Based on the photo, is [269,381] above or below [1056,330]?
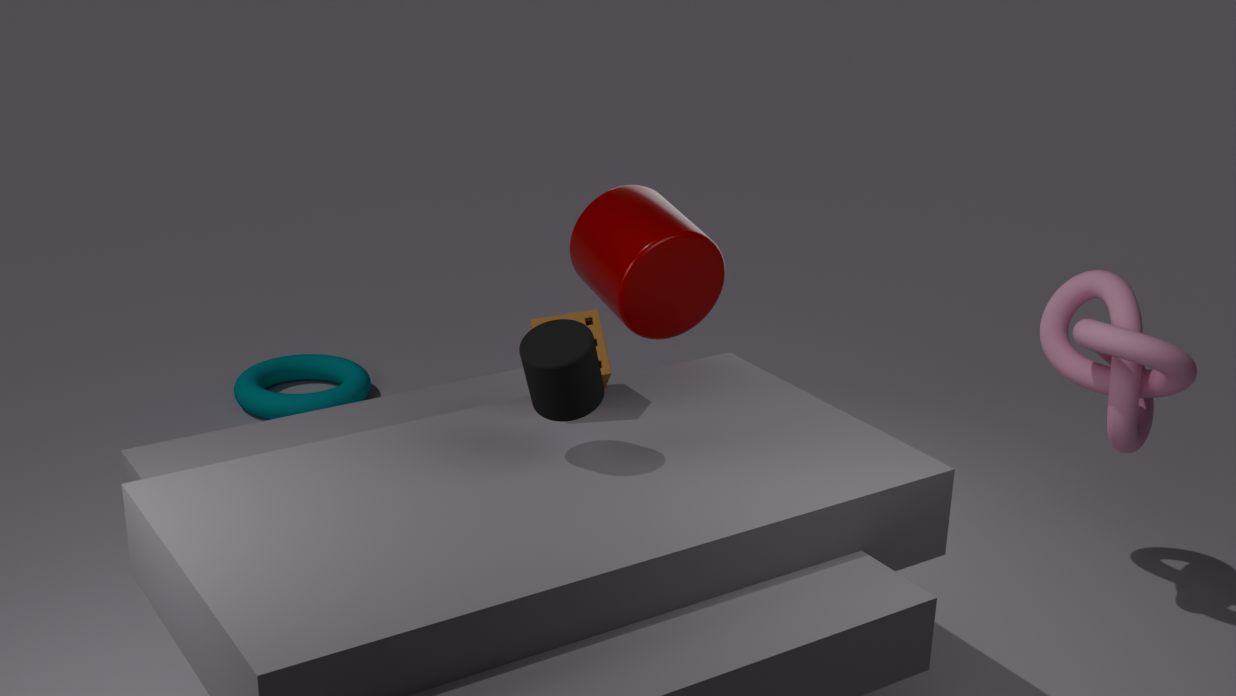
below
